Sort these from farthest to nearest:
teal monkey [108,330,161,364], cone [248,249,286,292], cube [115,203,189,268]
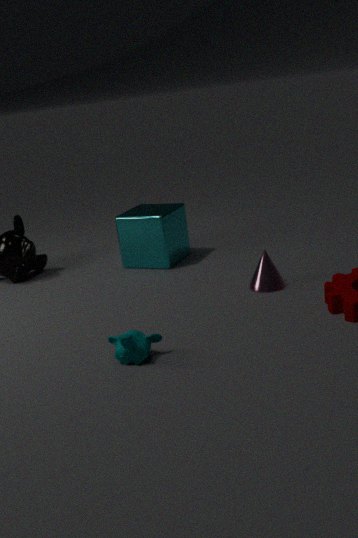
cube [115,203,189,268]
cone [248,249,286,292]
teal monkey [108,330,161,364]
